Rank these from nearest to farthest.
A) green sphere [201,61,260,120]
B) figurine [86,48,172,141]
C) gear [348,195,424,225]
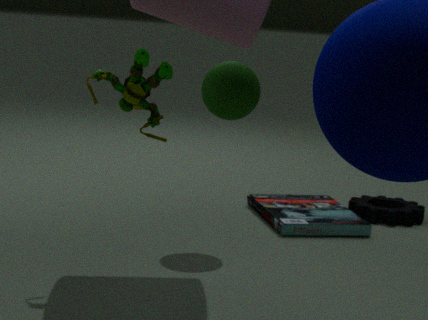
1. figurine [86,48,172,141]
2. green sphere [201,61,260,120]
3. gear [348,195,424,225]
